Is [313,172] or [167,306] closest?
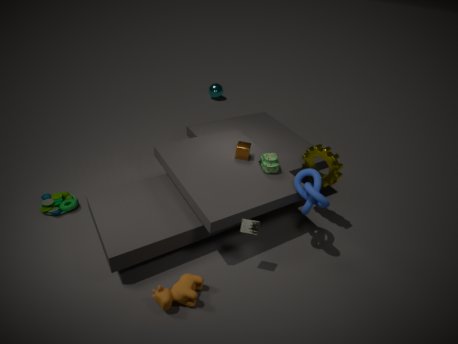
[167,306]
